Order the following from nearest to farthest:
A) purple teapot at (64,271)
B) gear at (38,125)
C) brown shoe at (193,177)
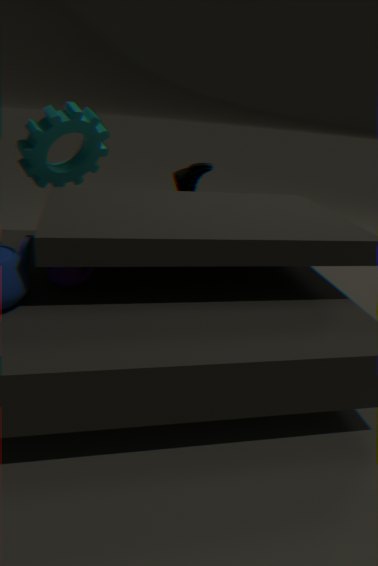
purple teapot at (64,271) → gear at (38,125) → brown shoe at (193,177)
